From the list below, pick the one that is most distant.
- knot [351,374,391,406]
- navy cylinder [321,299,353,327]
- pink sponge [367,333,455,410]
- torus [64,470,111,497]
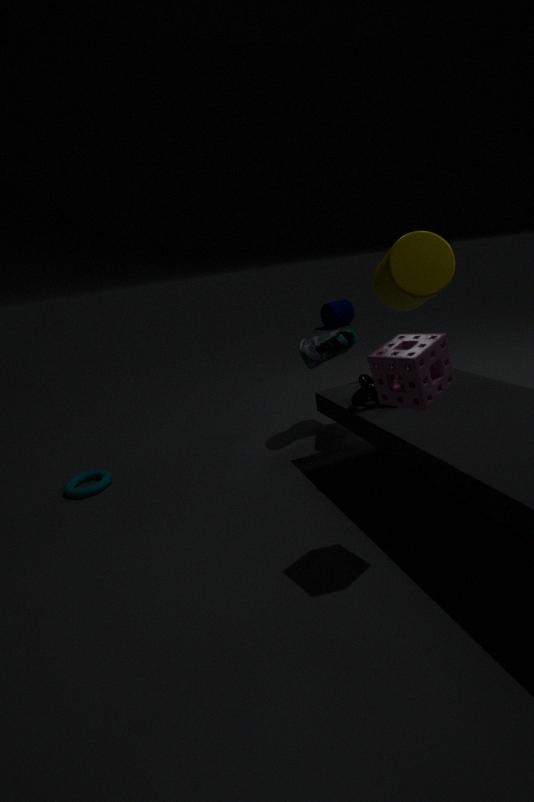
navy cylinder [321,299,353,327]
